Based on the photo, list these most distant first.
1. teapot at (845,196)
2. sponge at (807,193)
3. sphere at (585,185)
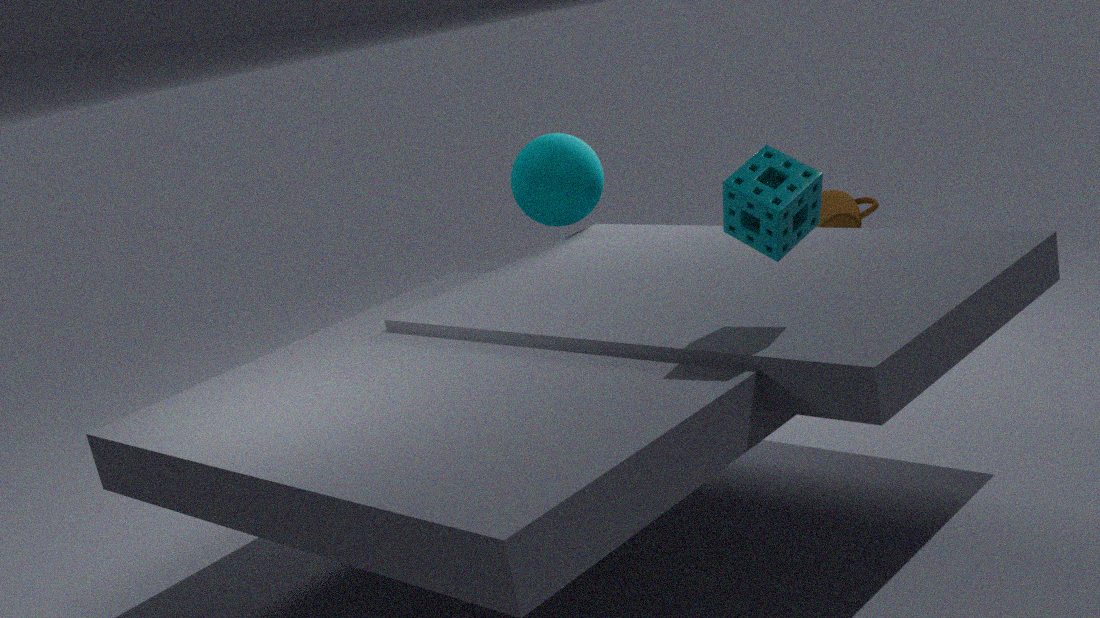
teapot at (845,196) < sphere at (585,185) < sponge at (807,193)
